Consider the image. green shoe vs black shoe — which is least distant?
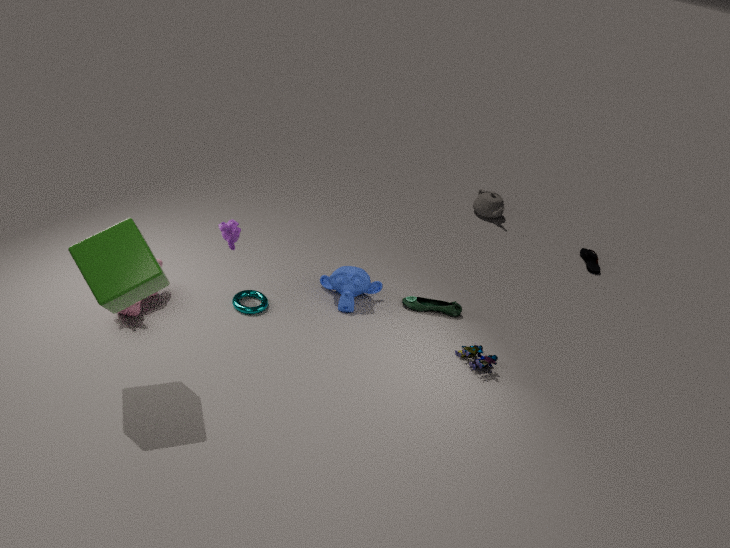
green shoe
